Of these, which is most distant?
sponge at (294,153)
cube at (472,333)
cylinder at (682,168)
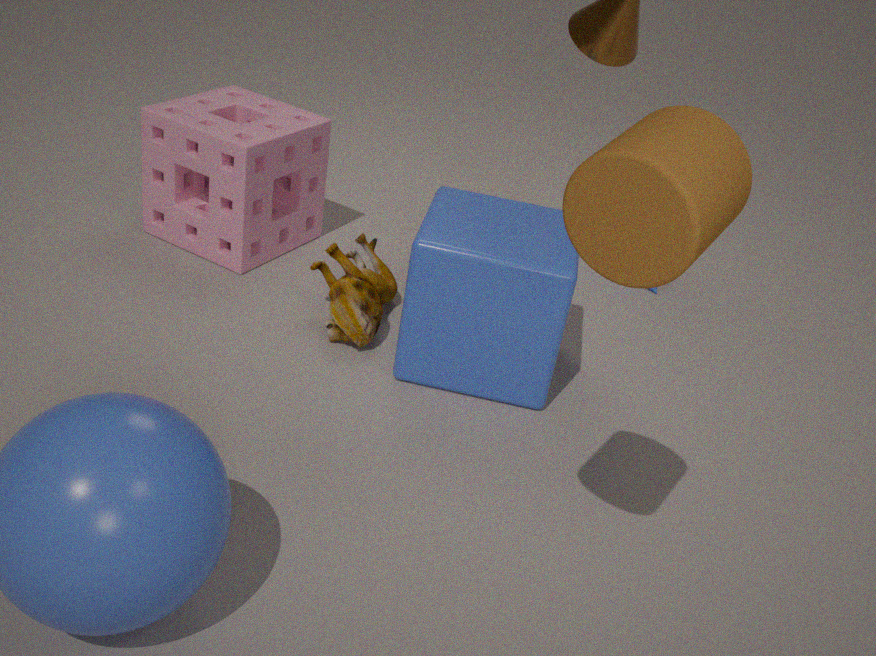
sponge at (294,153)
